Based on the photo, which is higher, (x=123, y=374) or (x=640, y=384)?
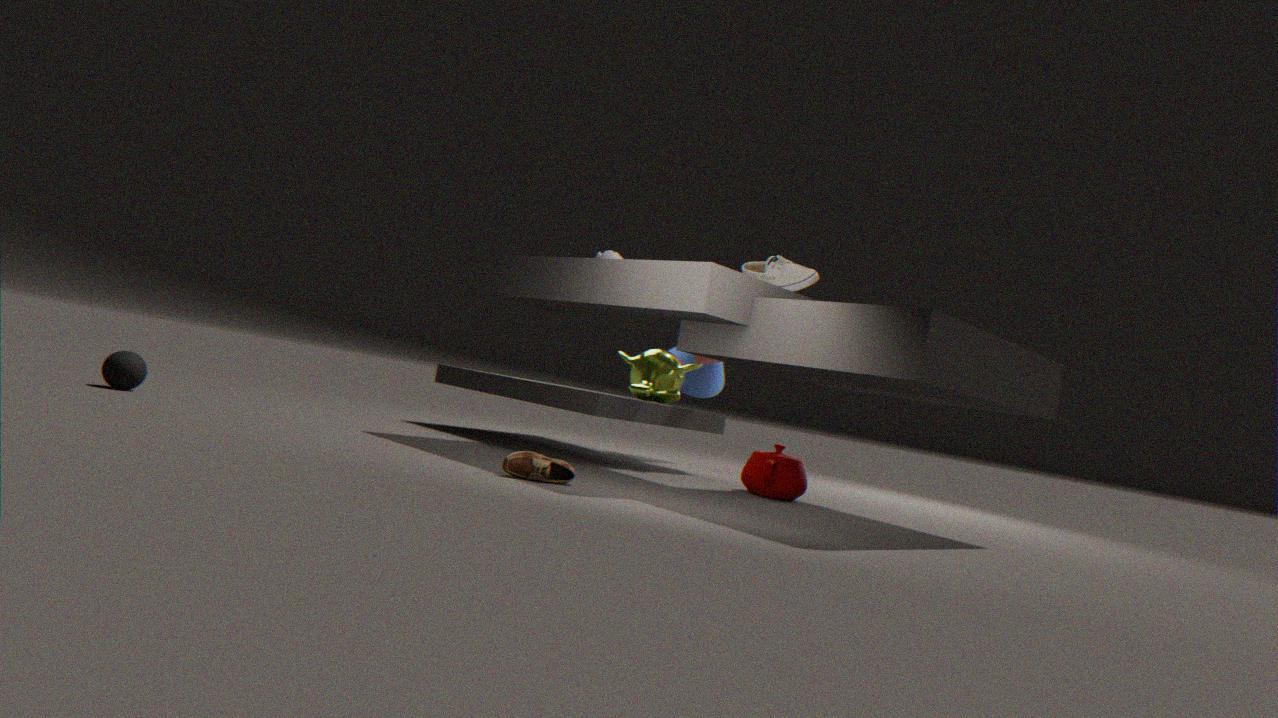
(x=640, y=384)
